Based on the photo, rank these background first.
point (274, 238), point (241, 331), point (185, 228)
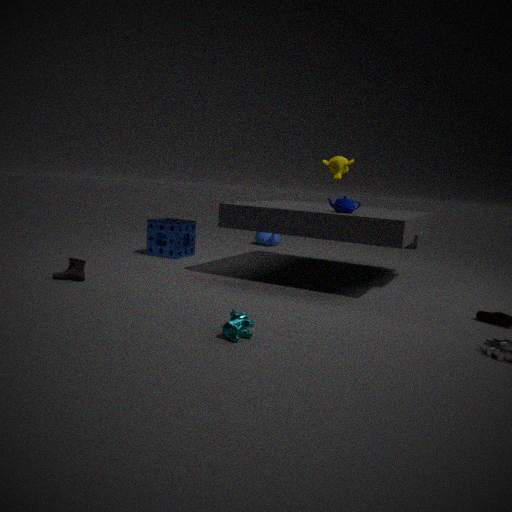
point (274, 238)
point (185, 228)
point (241, 331)
